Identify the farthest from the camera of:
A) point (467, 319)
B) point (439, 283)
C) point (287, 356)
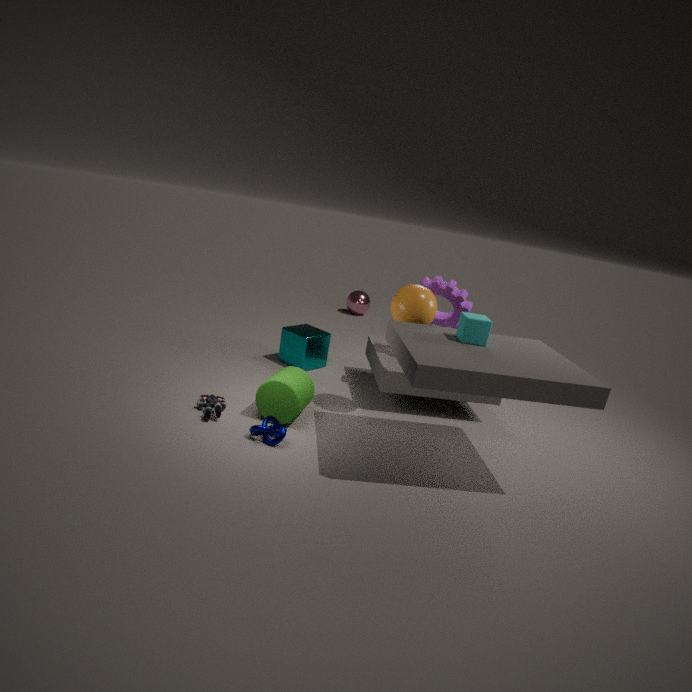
point (287, 356)
